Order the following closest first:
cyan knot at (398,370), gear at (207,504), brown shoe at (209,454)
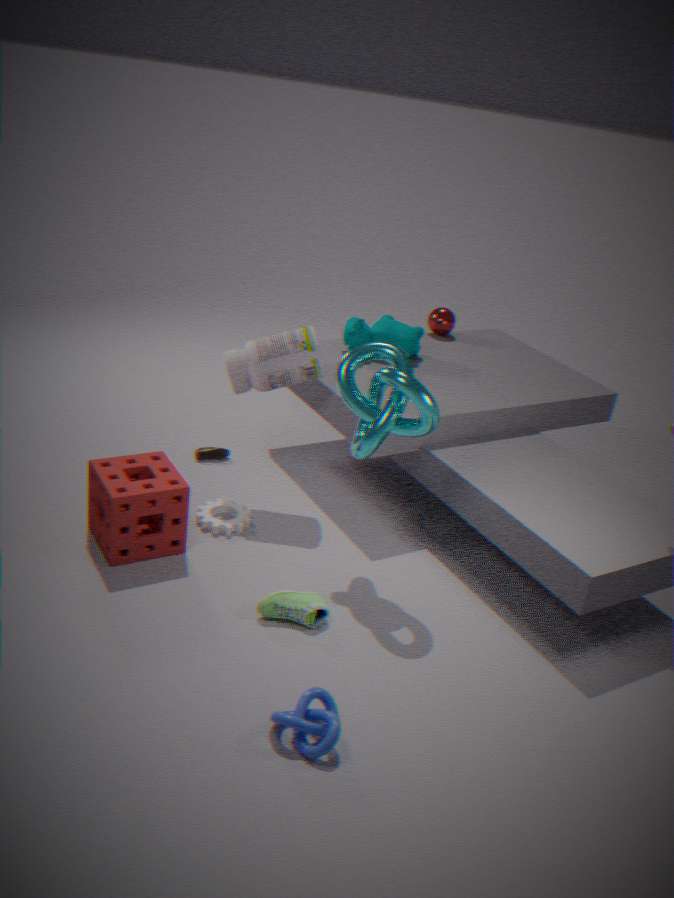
cyan knot at (398,370), gear at (207,504), brown shoe at (209,454)
